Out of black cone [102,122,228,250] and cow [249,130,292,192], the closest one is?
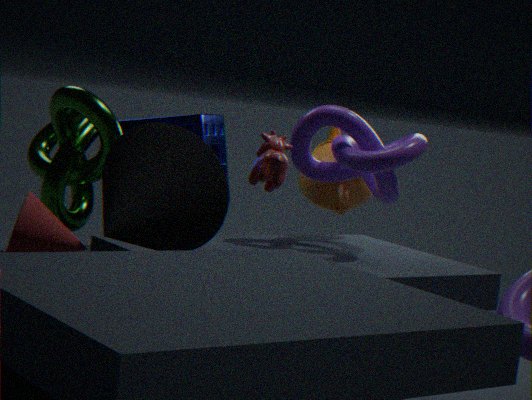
black cone [102,122,228,250]
